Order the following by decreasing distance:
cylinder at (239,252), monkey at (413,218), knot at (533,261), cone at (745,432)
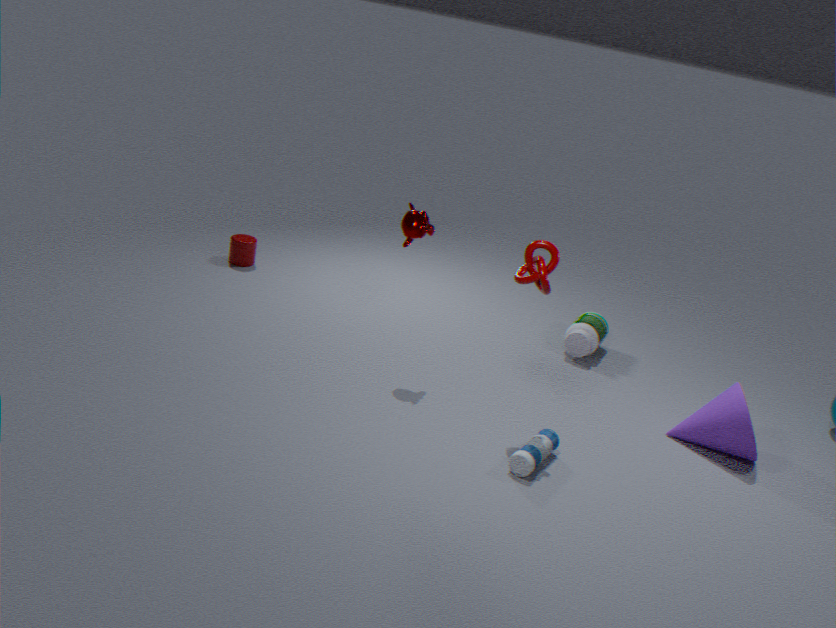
cylinder at (239,252)
monkey at (413,218)
cone at (745,432)
knot at (533,261)
